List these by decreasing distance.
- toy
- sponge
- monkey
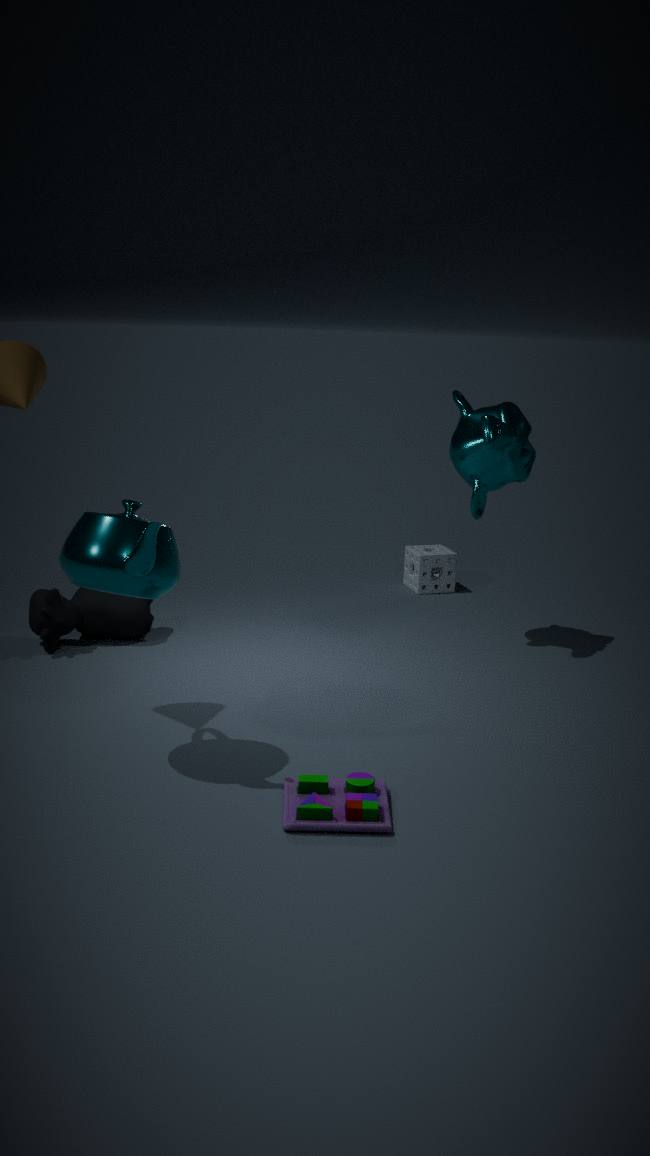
1. sponge
2. monkey
3. toy
